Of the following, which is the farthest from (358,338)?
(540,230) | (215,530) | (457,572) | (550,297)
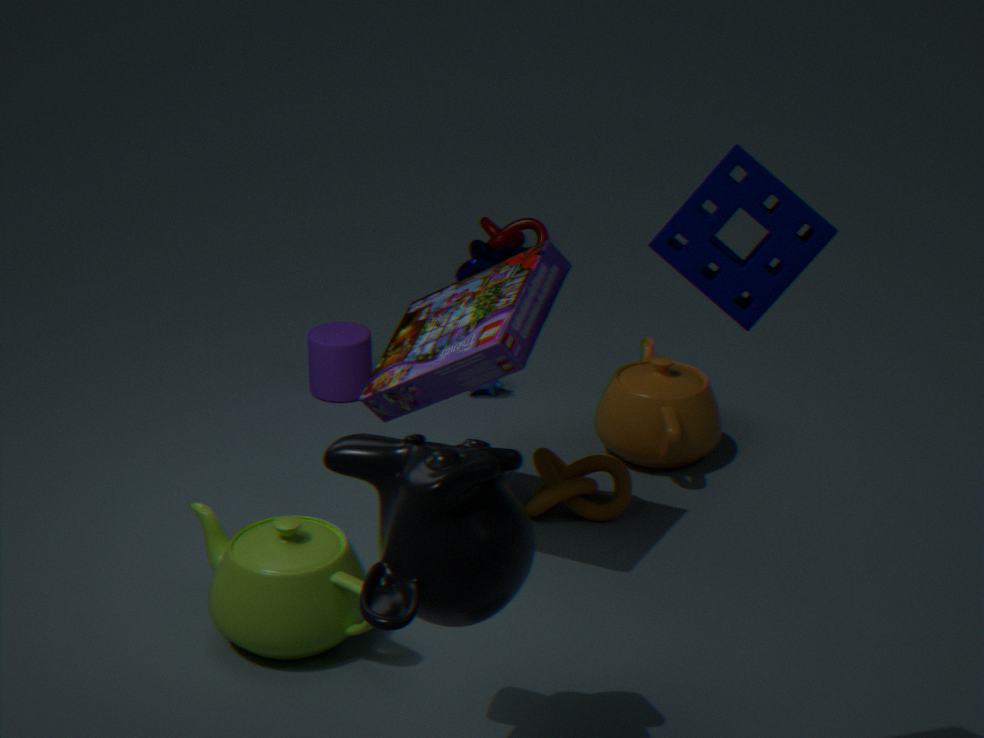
(457,572)
